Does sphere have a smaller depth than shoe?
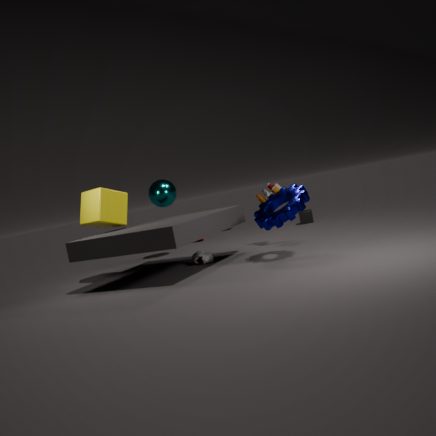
No
